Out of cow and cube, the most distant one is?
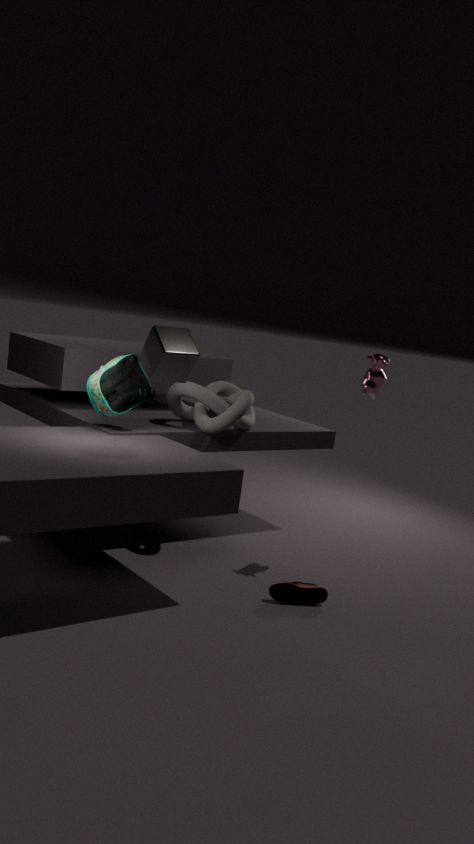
cow
